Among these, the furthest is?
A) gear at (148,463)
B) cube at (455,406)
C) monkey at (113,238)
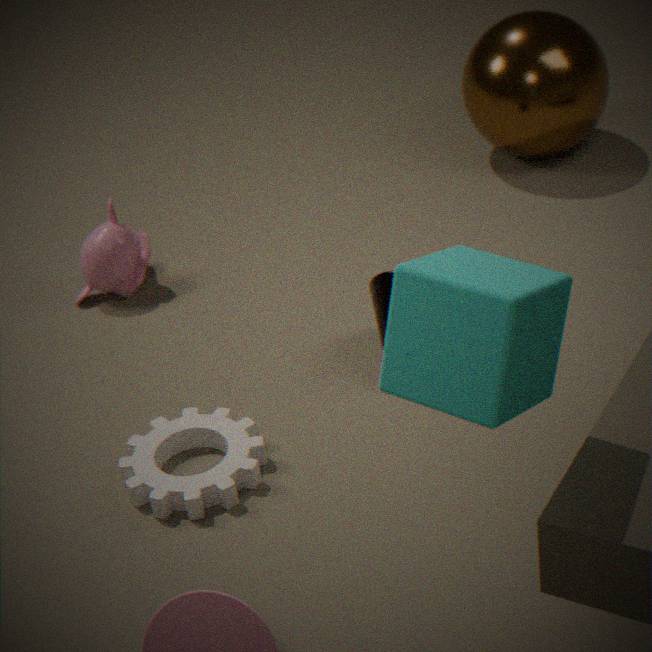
monkey at (113,238)
